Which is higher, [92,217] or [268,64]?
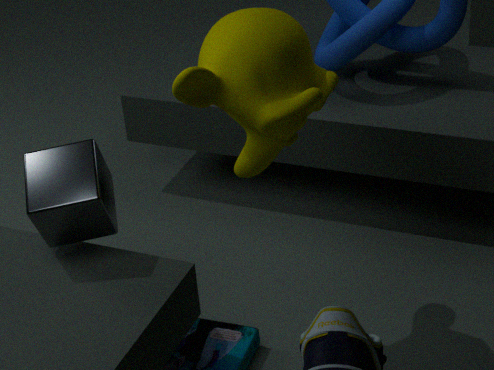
[268,64]
